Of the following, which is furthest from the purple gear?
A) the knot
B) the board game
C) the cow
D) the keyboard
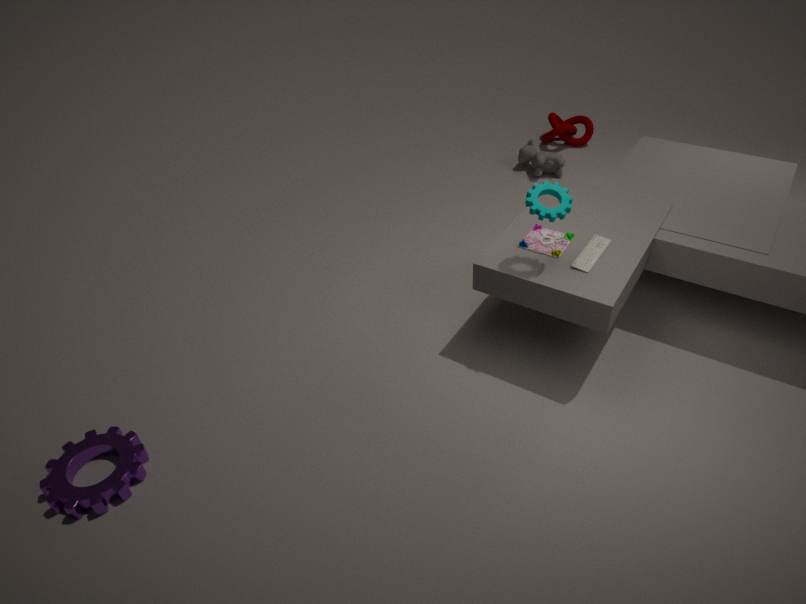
the knot
